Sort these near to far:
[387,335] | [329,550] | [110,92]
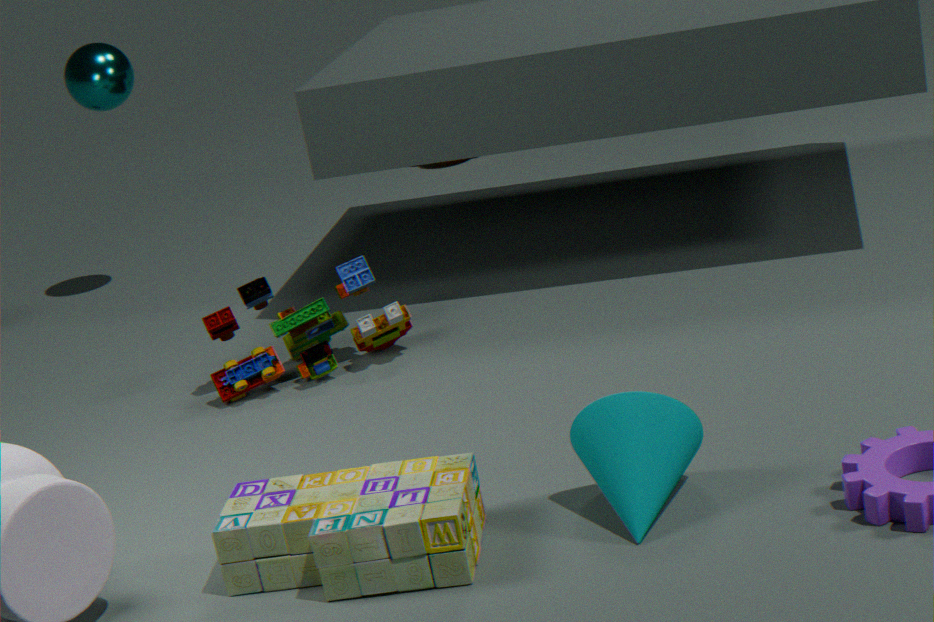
[329,550], [387,335], [110,92]
